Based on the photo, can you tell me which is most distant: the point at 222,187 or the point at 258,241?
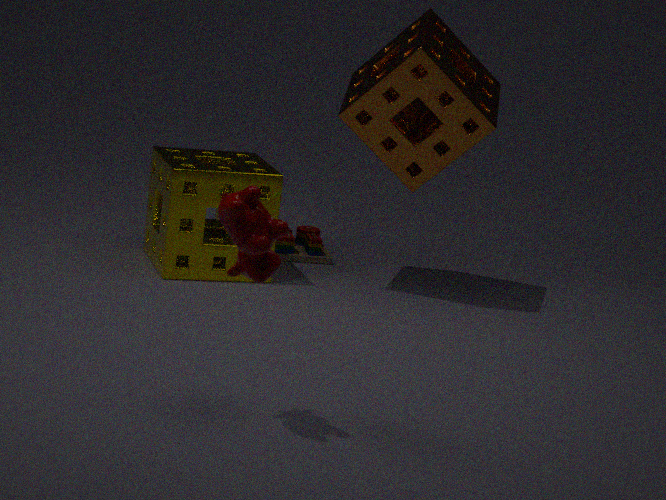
the point at 222,187
